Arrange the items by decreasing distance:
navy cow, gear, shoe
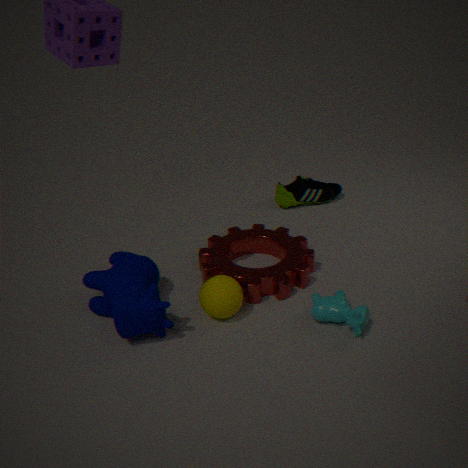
shoe
gear
navy cow
